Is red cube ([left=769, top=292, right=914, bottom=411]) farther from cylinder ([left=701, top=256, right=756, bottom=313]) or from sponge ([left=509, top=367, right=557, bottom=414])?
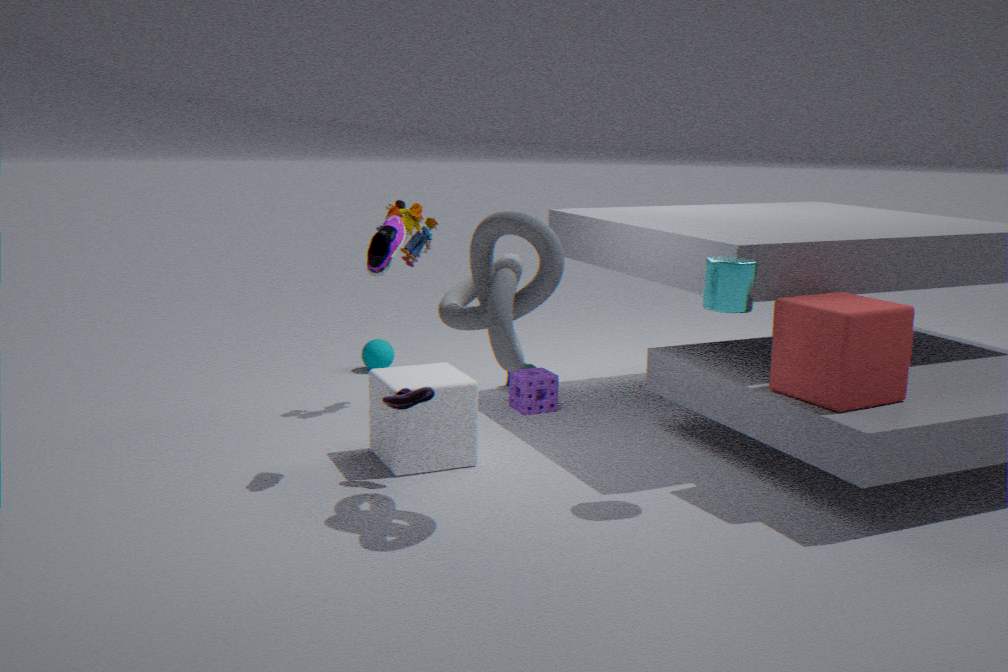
sponge ([left=509, top=367, right=557, bottom=414])
